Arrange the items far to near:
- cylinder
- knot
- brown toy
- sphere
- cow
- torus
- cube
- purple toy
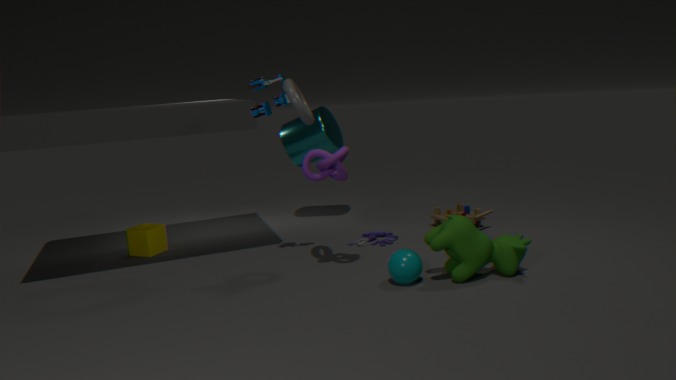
cylinder, brown toy, cube, purple toy, knot, torus, sphere, cow
